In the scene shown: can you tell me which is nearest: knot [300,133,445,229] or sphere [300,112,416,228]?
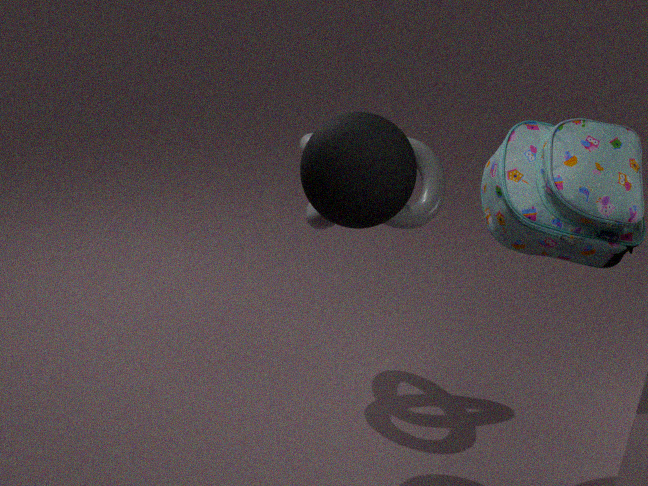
sphere [300,112,416,228]
